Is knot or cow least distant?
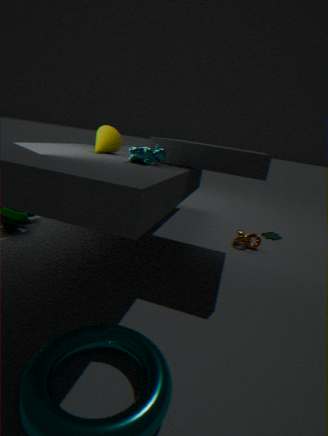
cow
